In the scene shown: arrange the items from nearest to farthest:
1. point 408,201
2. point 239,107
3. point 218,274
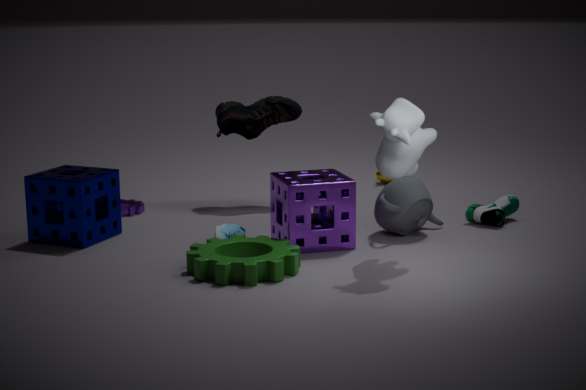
point 218,274
point 408,201
point 239,107
